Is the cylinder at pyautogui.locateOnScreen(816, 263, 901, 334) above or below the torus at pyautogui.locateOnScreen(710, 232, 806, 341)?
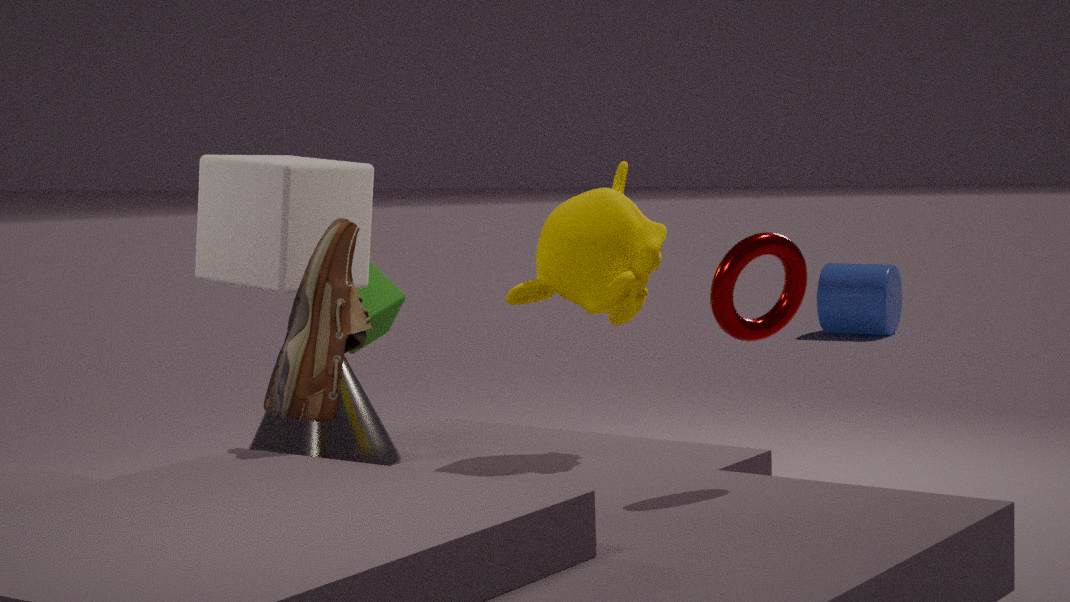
below
